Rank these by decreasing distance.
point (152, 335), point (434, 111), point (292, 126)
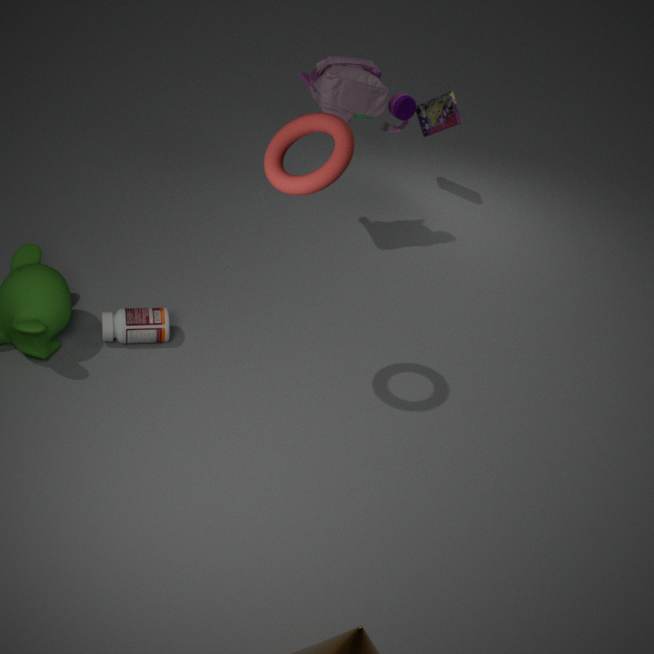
point (434, 111)
point (152, 335)
point (292, 126)
